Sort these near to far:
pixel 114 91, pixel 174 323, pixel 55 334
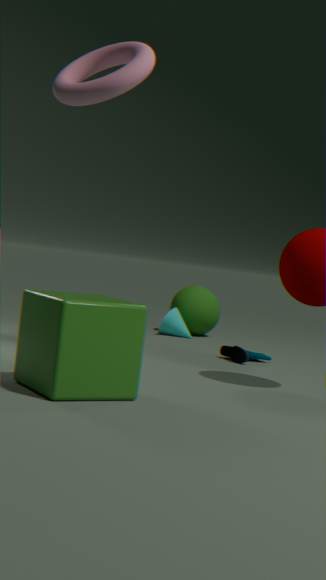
1. pixel 114 91
2. pixel 55 334
3. pixel 174 323
